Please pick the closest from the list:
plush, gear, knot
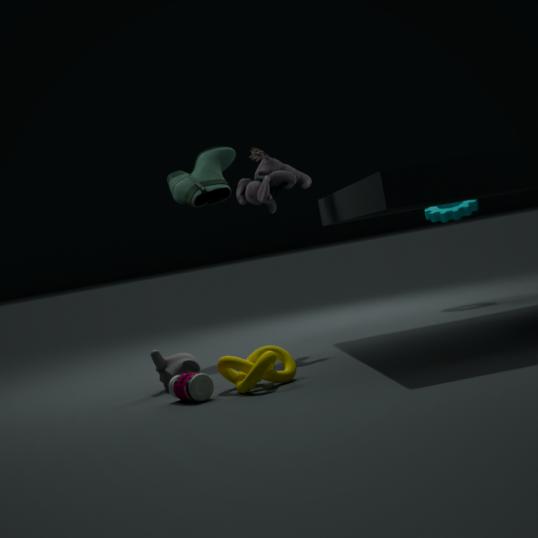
knot
